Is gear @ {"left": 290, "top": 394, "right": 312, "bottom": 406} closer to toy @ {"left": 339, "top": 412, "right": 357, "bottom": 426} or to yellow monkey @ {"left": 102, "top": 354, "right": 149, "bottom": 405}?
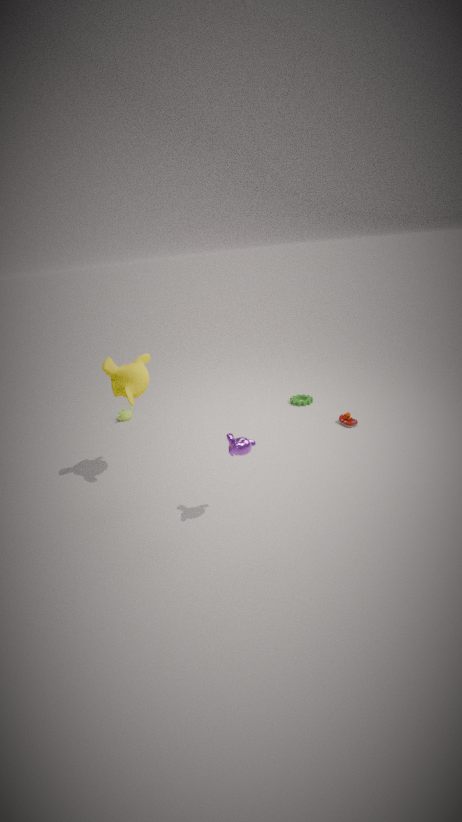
toy @ {"left": 339, "top": 412, "right": 357, "bottom": 426}
